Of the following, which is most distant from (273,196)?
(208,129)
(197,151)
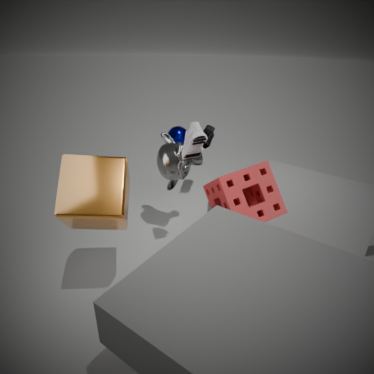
(208,129)
